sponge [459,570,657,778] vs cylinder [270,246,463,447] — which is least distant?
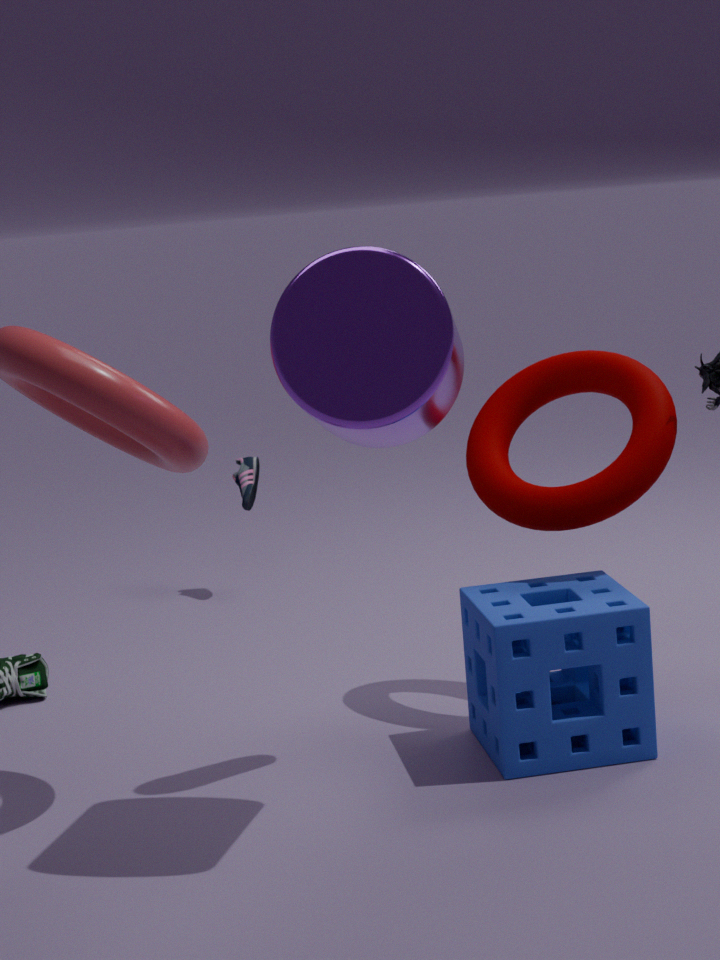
cylinder [270,246,463,447]
